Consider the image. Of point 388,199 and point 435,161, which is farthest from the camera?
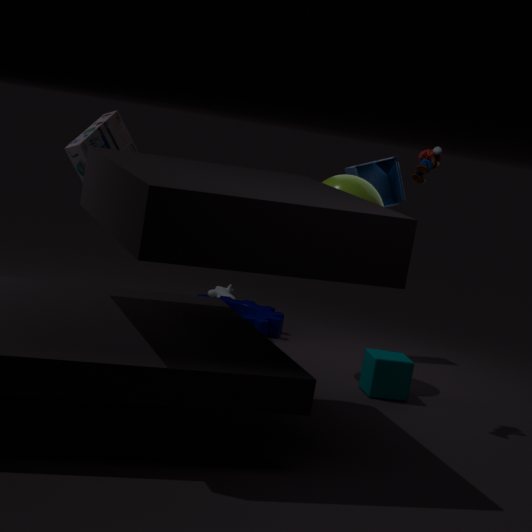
point 388,199
